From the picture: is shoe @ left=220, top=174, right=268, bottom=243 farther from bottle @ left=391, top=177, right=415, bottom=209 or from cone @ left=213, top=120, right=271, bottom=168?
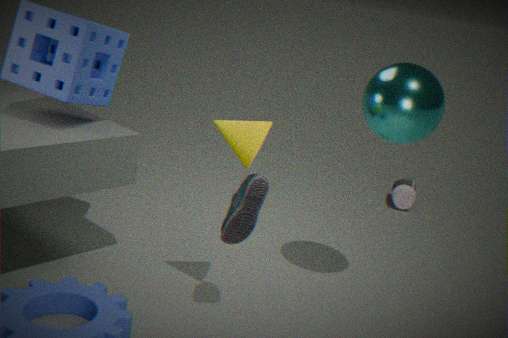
bottle @ left=391, top=177, right=415, bottom=209
